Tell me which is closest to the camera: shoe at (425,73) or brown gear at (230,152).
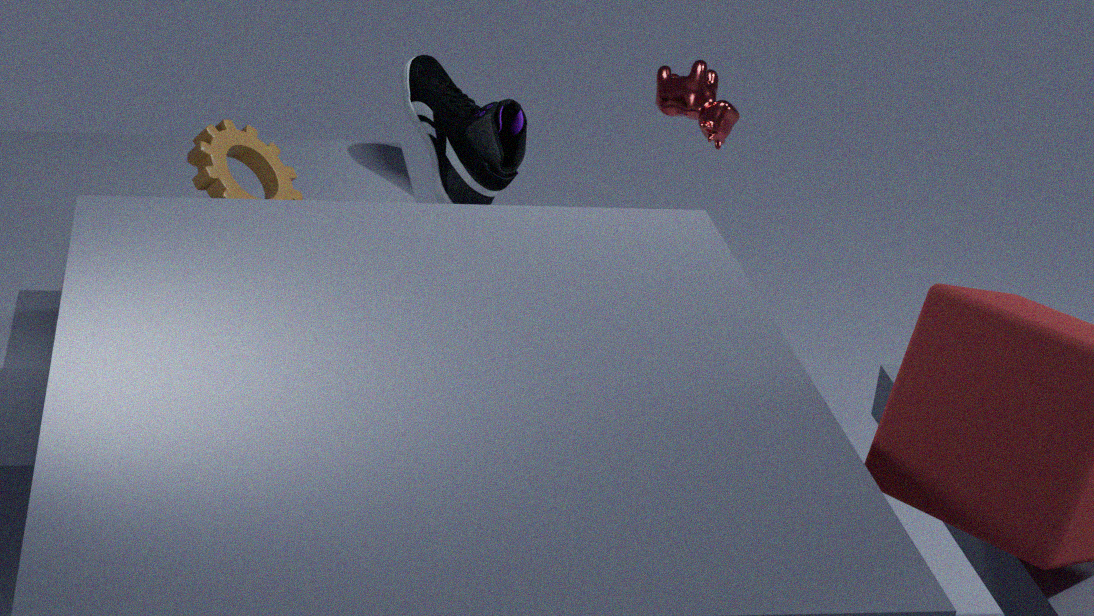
brown gear at (230,152)
